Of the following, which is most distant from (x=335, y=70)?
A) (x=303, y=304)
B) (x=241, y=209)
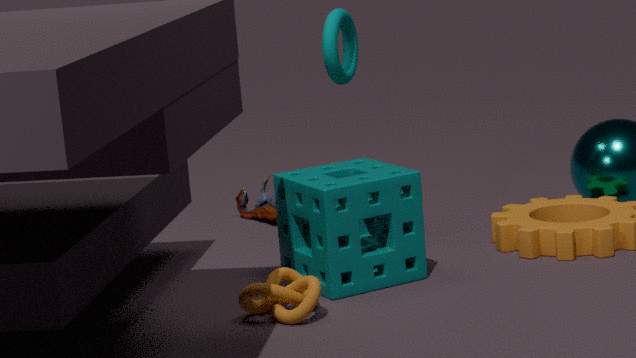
(x=303, y=304)
